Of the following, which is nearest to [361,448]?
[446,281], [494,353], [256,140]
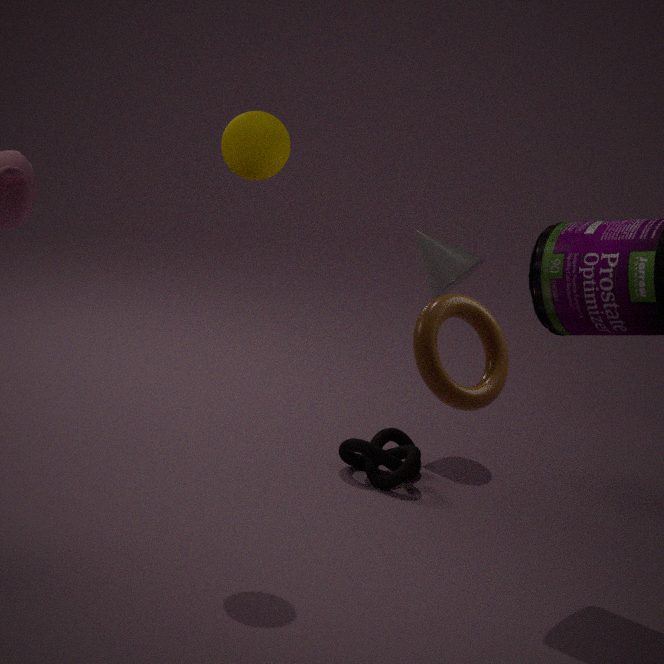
[446,281]
